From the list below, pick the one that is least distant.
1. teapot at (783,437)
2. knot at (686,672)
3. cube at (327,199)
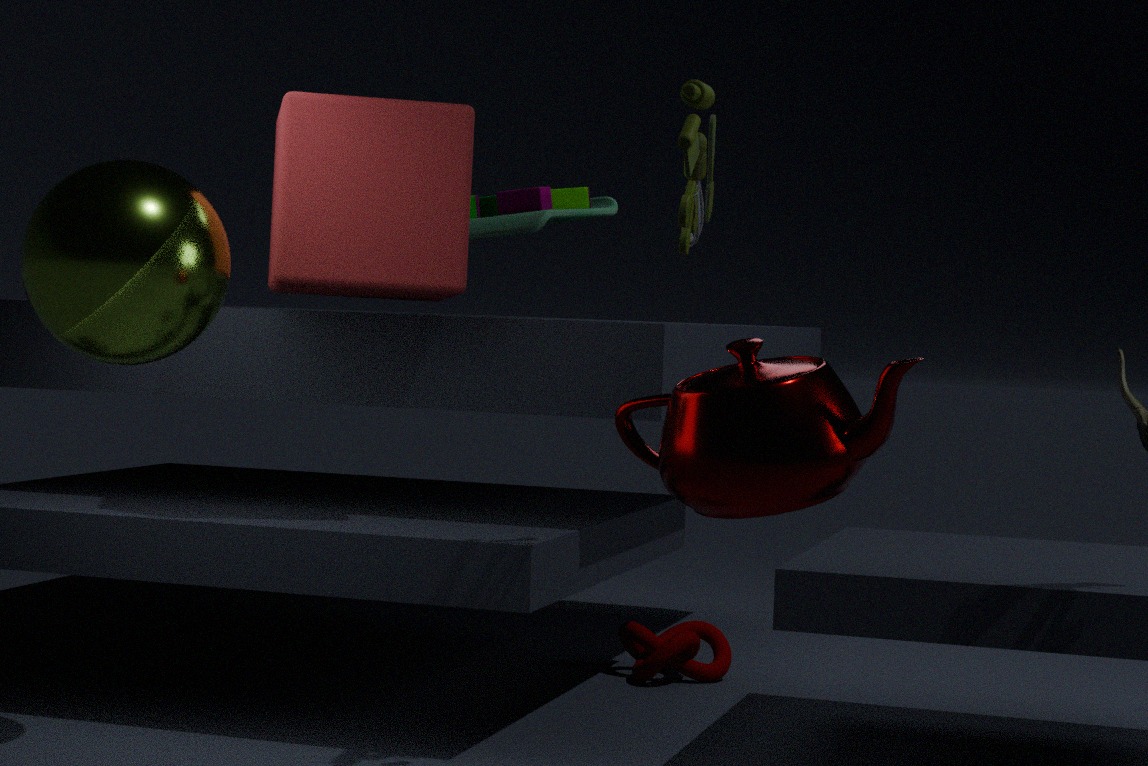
teapot at (783,437)
